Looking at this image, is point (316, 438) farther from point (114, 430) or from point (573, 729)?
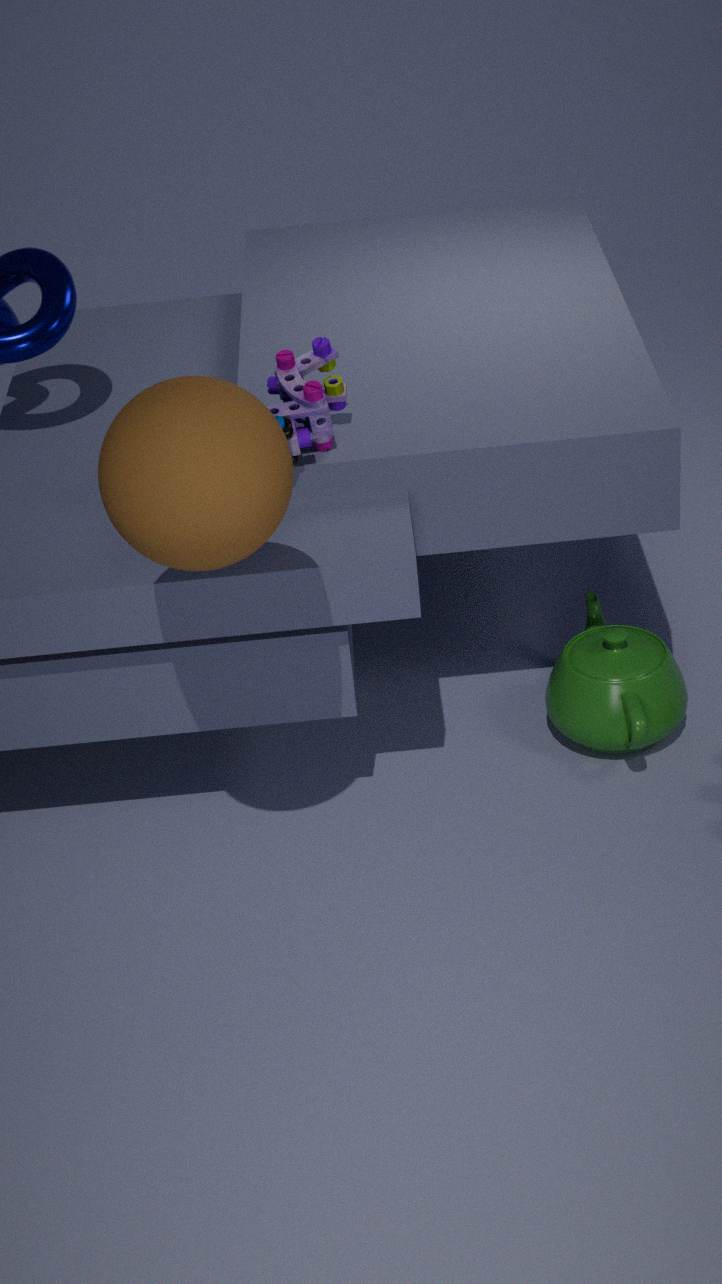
point (573, 729)
